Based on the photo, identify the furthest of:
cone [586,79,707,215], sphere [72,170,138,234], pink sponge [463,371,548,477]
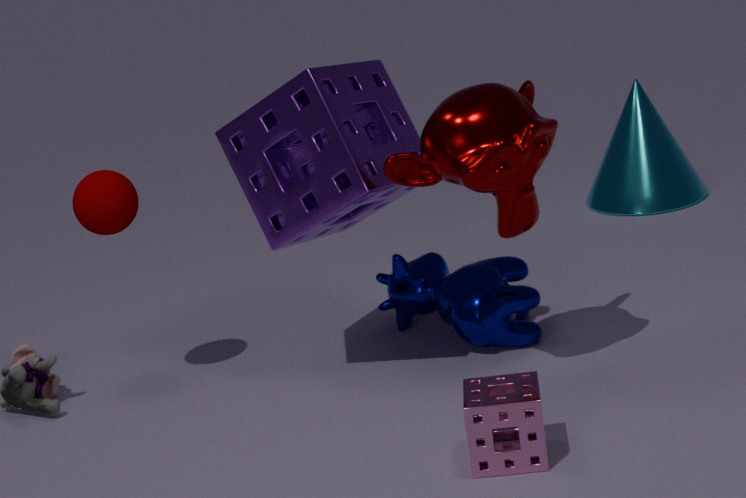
cone [586,79,707,215]
